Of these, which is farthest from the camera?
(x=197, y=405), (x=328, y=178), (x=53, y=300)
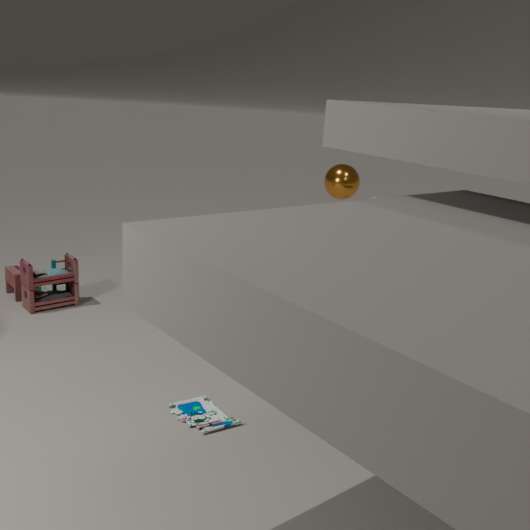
(x=328, y=178)
